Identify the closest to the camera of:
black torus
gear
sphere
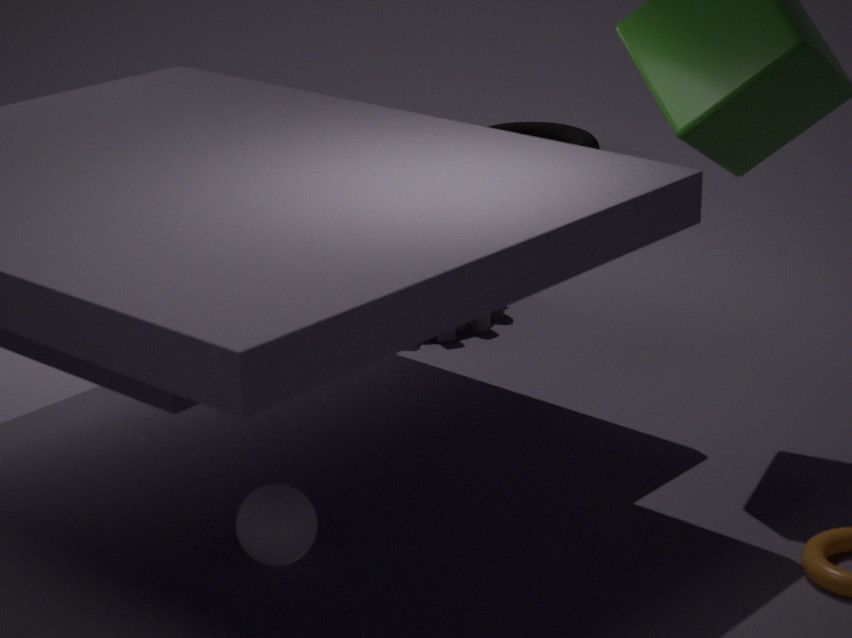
sphere
